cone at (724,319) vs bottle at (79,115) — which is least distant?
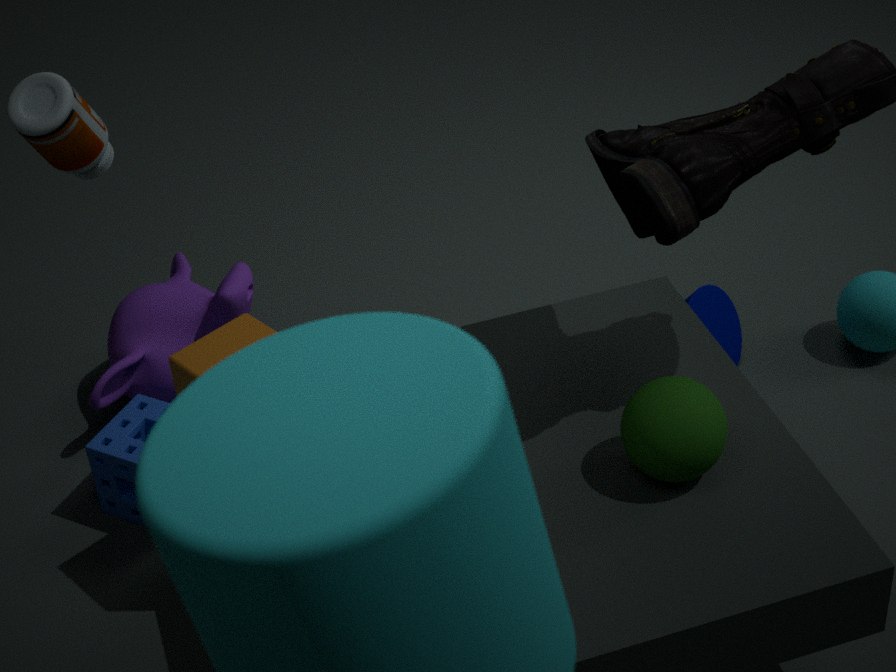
bottle at (79,115)
